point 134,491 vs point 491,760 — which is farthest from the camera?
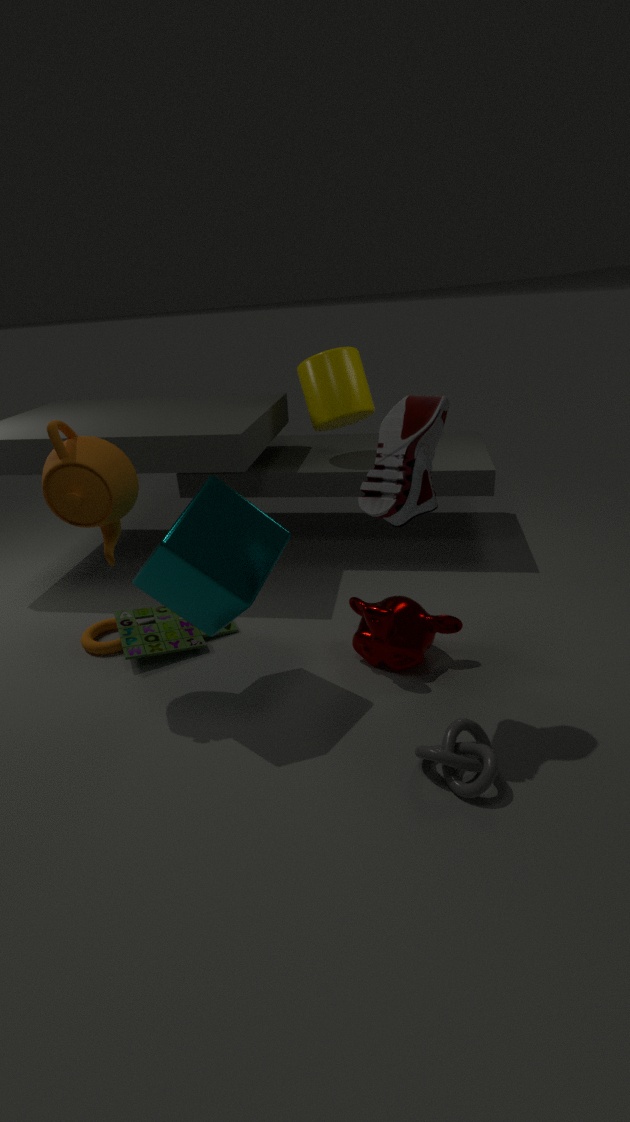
point 134,491
